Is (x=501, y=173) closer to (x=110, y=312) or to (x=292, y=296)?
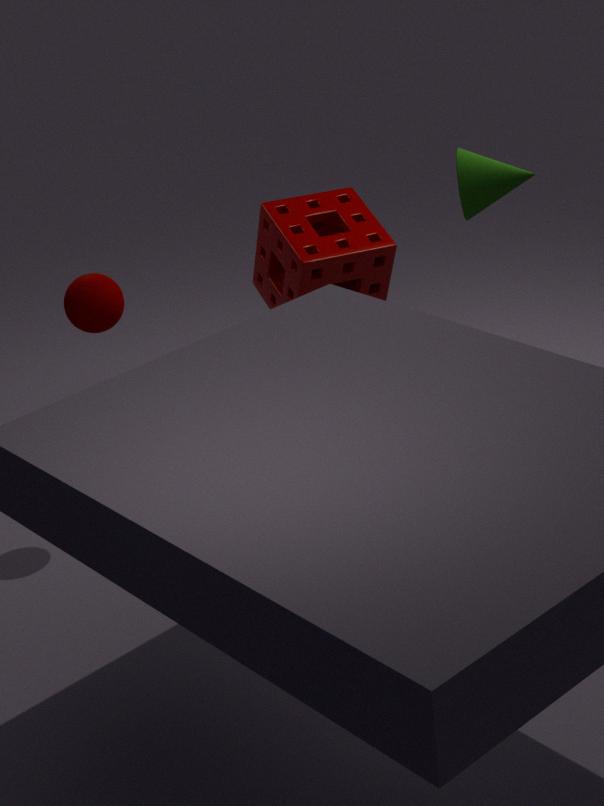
(x=292, y=296)
